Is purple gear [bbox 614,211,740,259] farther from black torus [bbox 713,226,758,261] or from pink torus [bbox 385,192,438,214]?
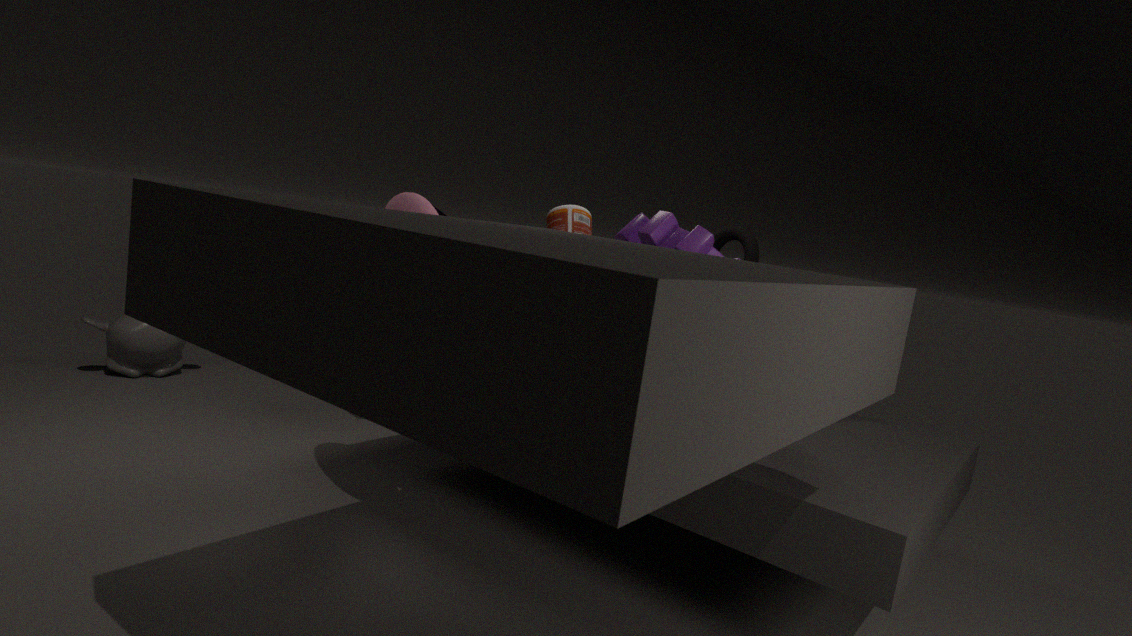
pink torus [bbox 385,192,438,214]
